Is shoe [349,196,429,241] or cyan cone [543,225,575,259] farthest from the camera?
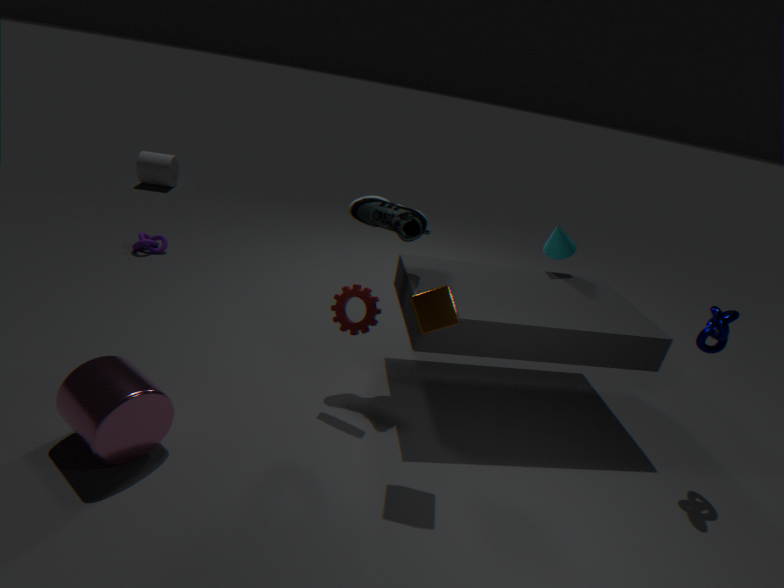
cyan cone [543,225,575,259]
